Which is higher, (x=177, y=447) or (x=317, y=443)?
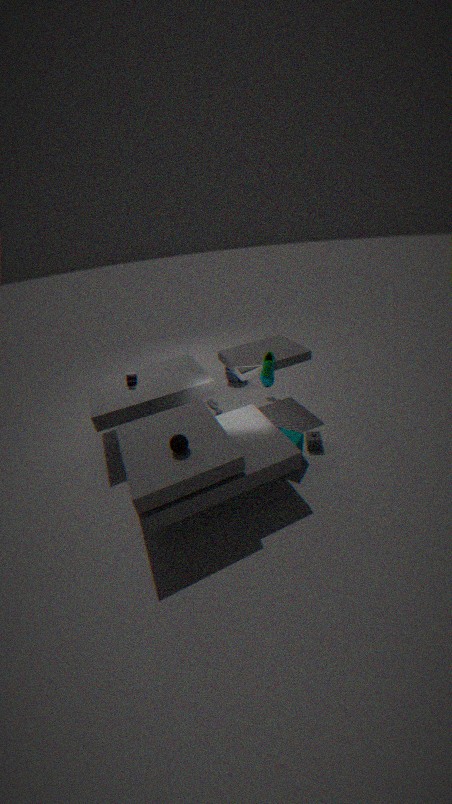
(x=177, y=447)
